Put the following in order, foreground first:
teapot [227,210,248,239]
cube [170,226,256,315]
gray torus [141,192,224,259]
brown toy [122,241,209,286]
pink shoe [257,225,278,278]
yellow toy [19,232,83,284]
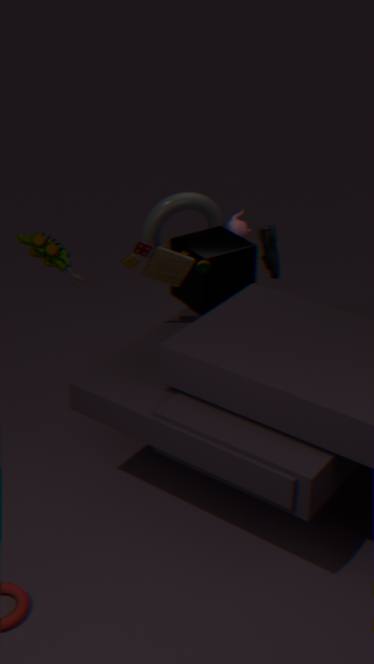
brown toy [122,241,209,286] < yellow toy [19,232,83,284] < cube [170,226,256,315] < pink shoe [257,225,278,278] < gray torus [141,192,224,259] < teapot [227,210,248,239]
